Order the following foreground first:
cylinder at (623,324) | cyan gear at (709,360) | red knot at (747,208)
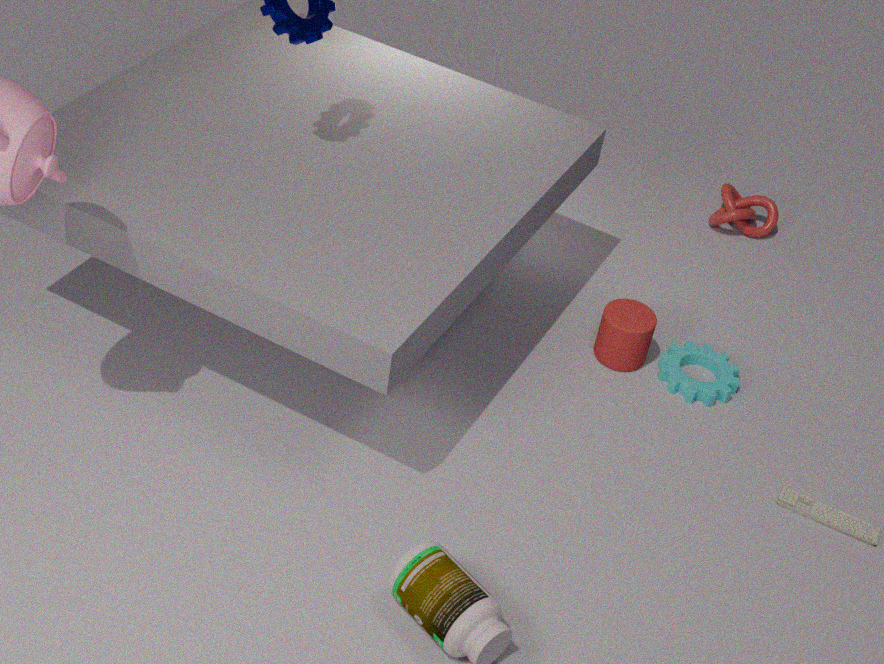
cylinder at (623,324) < cyan gear at (709,360) < red knot at (747,208)
